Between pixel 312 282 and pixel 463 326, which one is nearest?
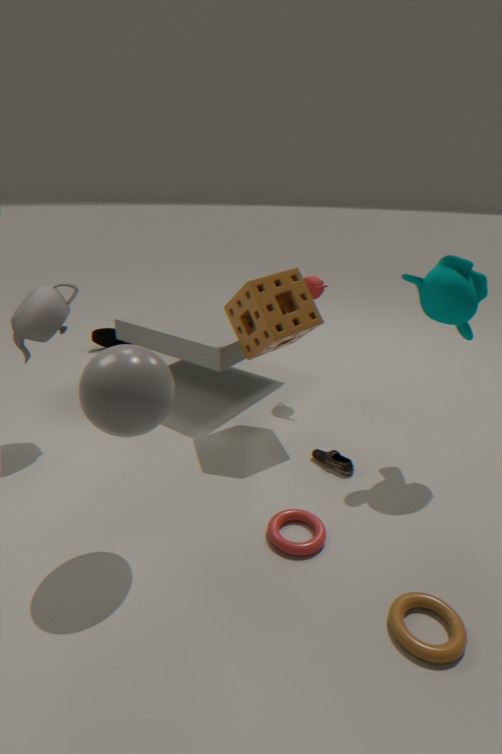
pixel 463 326
